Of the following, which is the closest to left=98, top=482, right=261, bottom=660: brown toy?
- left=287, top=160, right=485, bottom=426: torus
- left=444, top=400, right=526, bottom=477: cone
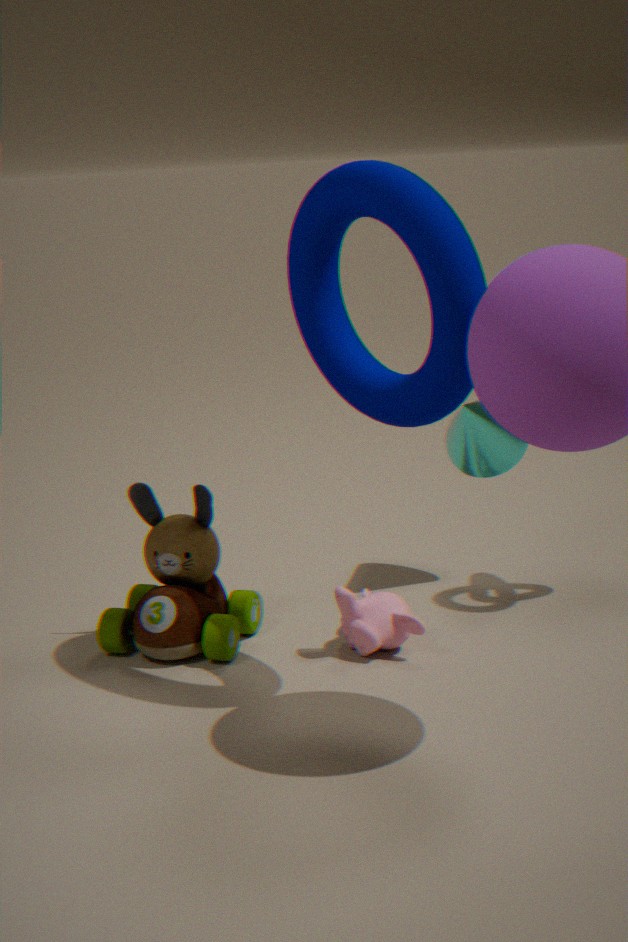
left=287, top=160, right=485, bottom=426: torus
